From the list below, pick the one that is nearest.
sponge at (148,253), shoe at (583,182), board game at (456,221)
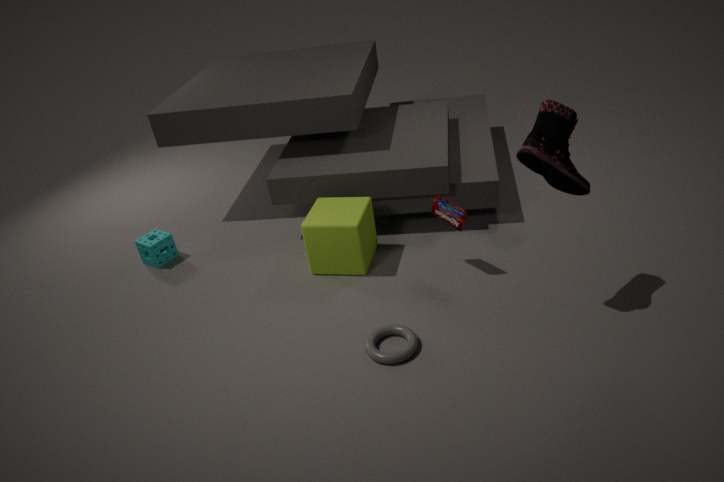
shoe at (583,182)
